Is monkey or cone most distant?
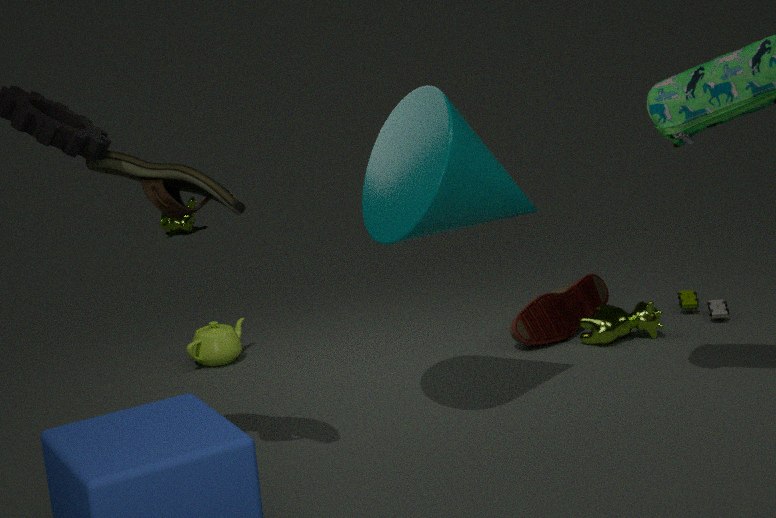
monkey
